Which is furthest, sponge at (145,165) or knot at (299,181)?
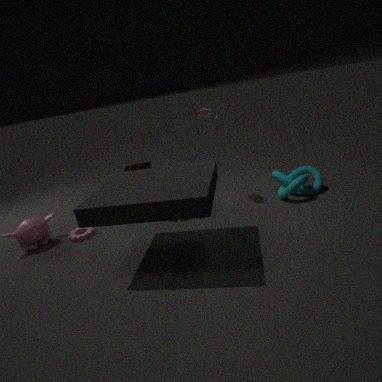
sponge at (145,165)
